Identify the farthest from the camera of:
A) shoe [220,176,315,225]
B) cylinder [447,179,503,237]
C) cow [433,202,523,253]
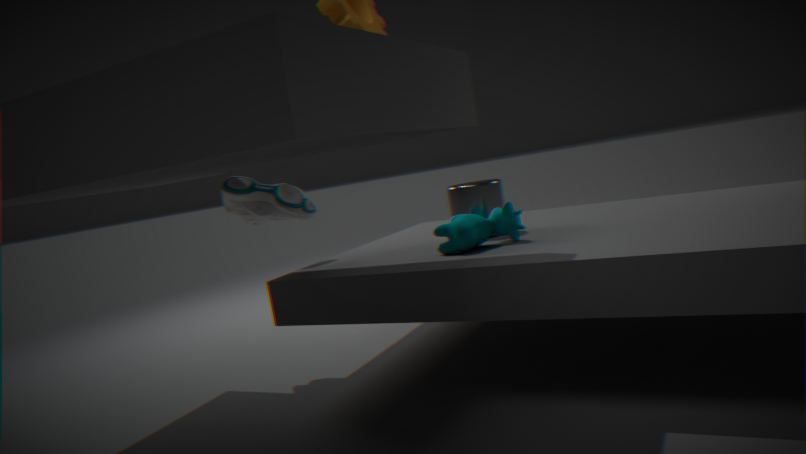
shoe [220,176,315,225]
